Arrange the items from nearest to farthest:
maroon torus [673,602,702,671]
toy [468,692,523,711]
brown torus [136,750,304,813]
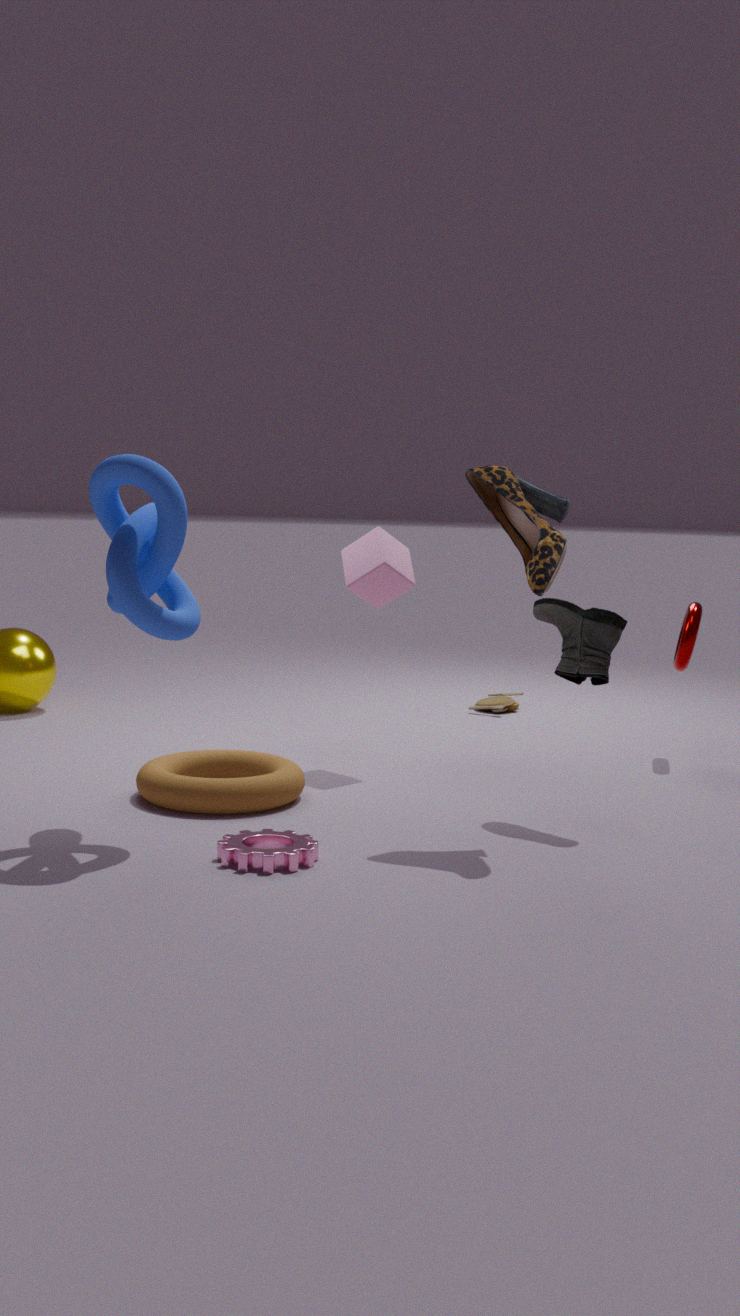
brown torus [136,750,304,813]
maroon torus [673,602,702,671]
toy [468,692,523,711]
